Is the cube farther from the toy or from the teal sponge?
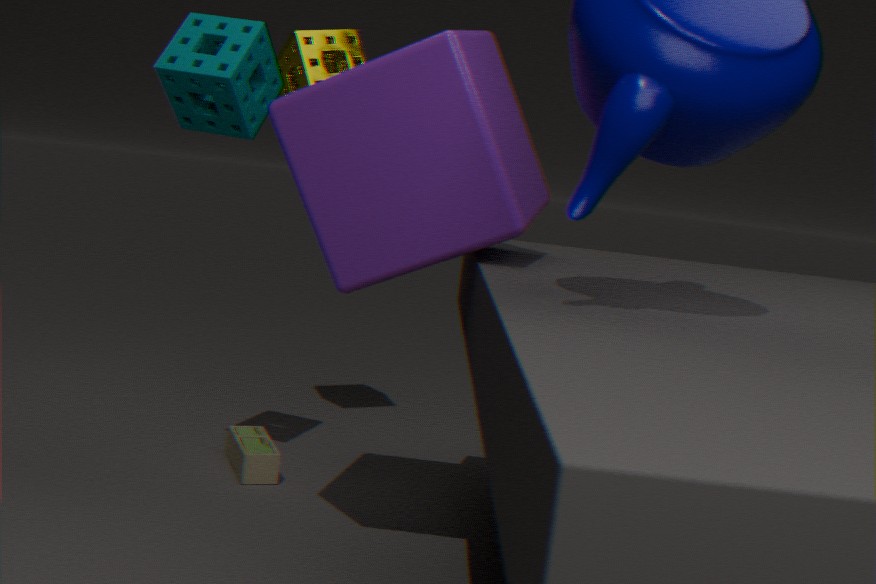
the toy
